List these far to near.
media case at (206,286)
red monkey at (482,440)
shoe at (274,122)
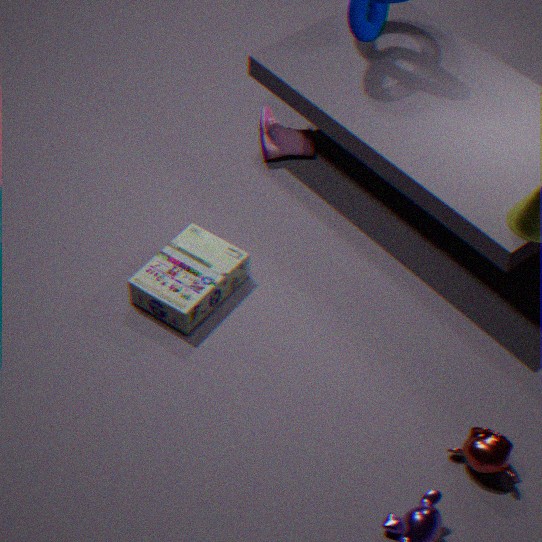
1. shoe at (274,122)
2. media case at (206,286)
3. red monkey at (482,440)
